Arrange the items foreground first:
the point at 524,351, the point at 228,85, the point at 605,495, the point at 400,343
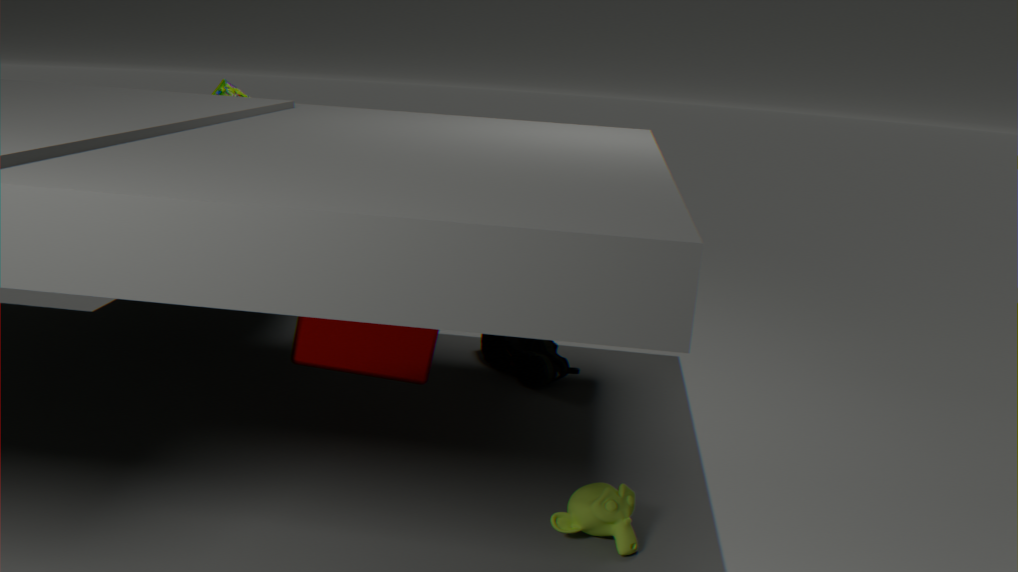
the point at 605,495, the point at 400,343, the point at 524,351, the point at 228,85
